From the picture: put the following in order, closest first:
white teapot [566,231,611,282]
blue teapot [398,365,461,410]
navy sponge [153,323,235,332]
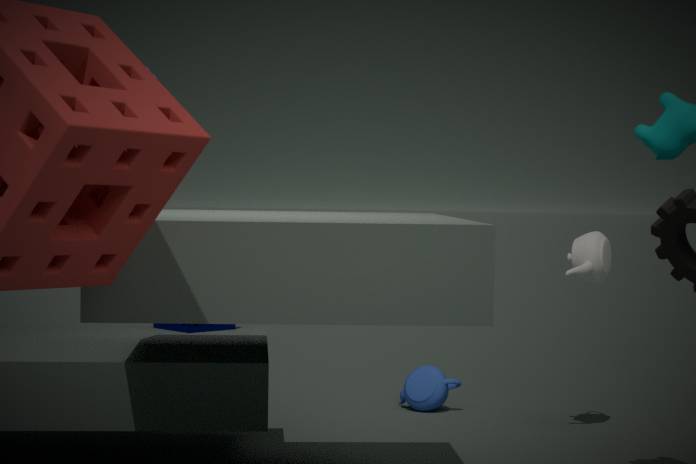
navy sponge [153,323,235,332] → white teapot [566,231,611,282] → blue teapot [398,365,461,410]
